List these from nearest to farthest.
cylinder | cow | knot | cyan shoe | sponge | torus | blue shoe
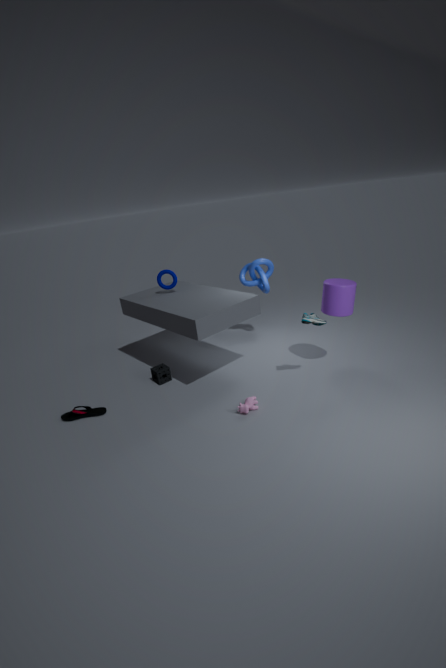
cow
cyan shoe
cylinder
blue shoe
sponge
torus
knot
